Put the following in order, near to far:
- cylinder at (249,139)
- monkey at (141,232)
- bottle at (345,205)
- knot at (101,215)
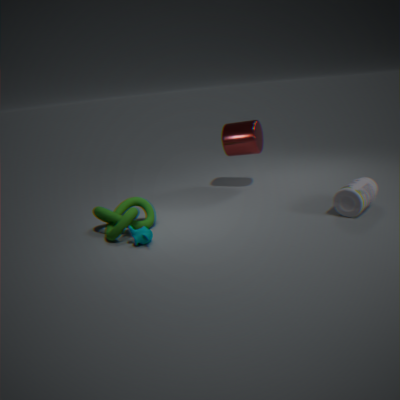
monkey at (141,232)
bottle at (345,205)
knot at (101,215)
cylinder at (249,139)
